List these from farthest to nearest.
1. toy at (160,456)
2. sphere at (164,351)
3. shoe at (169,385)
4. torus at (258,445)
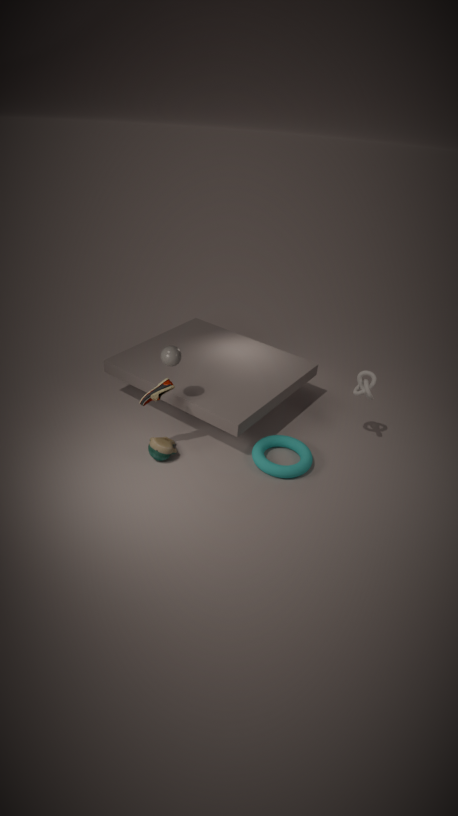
toy at (160,456) < torus at (258,445) < sphere at (164,351) < shoe at (169,385)
